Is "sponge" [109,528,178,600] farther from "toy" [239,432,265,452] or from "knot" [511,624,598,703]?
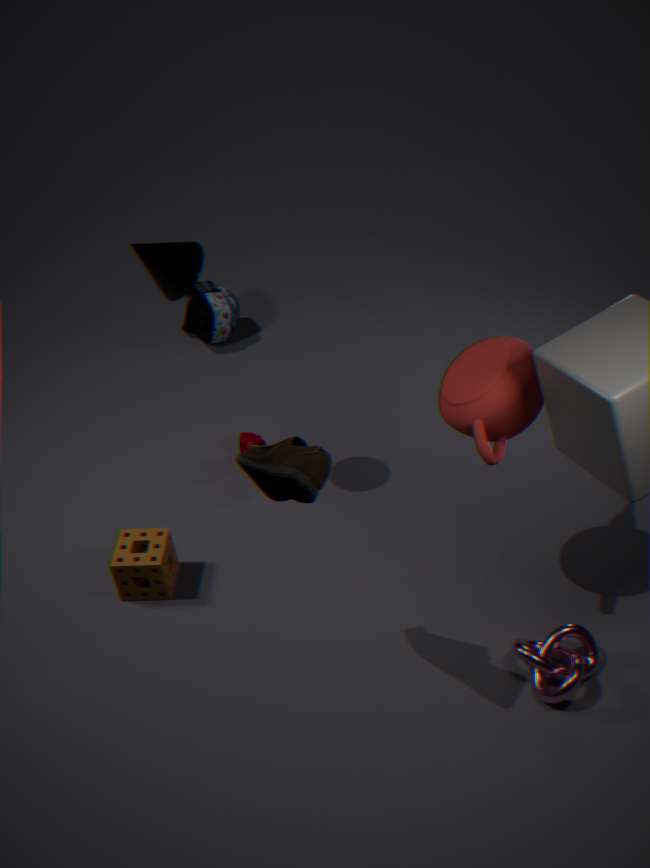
"knot" [511,624,598,703]
